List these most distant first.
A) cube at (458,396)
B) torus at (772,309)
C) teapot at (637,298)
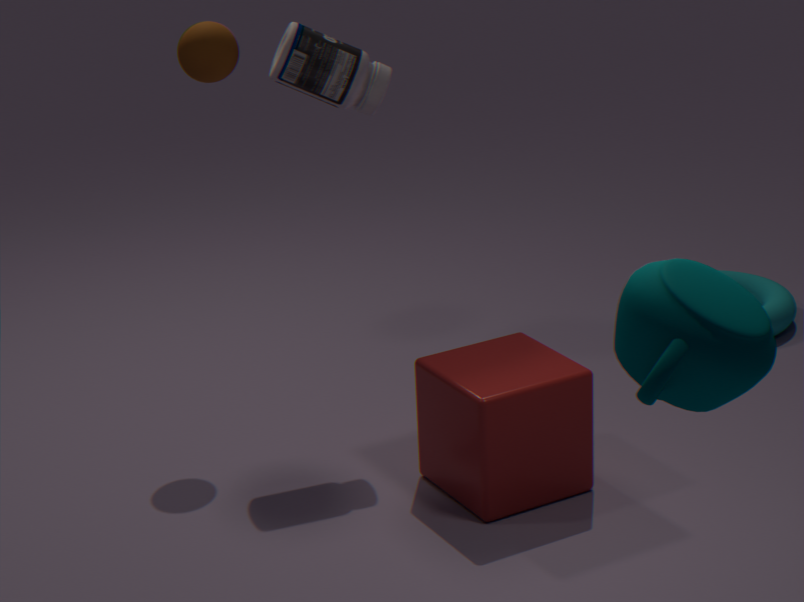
B. torus at (772,309), A. cube at (458,396), C. teapot at (637,298)
